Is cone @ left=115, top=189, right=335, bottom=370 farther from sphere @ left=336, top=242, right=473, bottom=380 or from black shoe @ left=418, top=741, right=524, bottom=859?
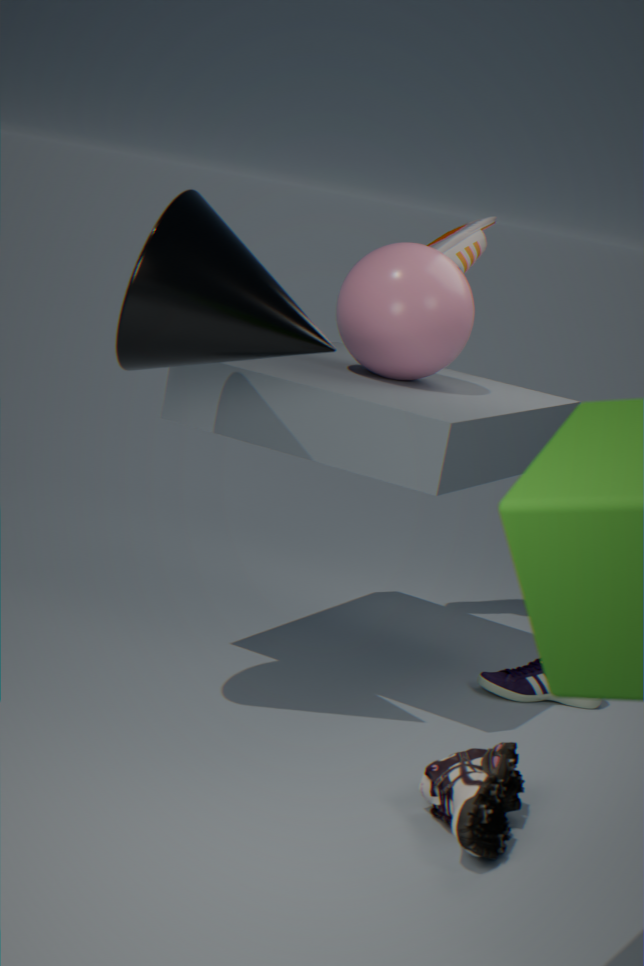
black shoe @ left=418, top=741, right=524, bottom=859
